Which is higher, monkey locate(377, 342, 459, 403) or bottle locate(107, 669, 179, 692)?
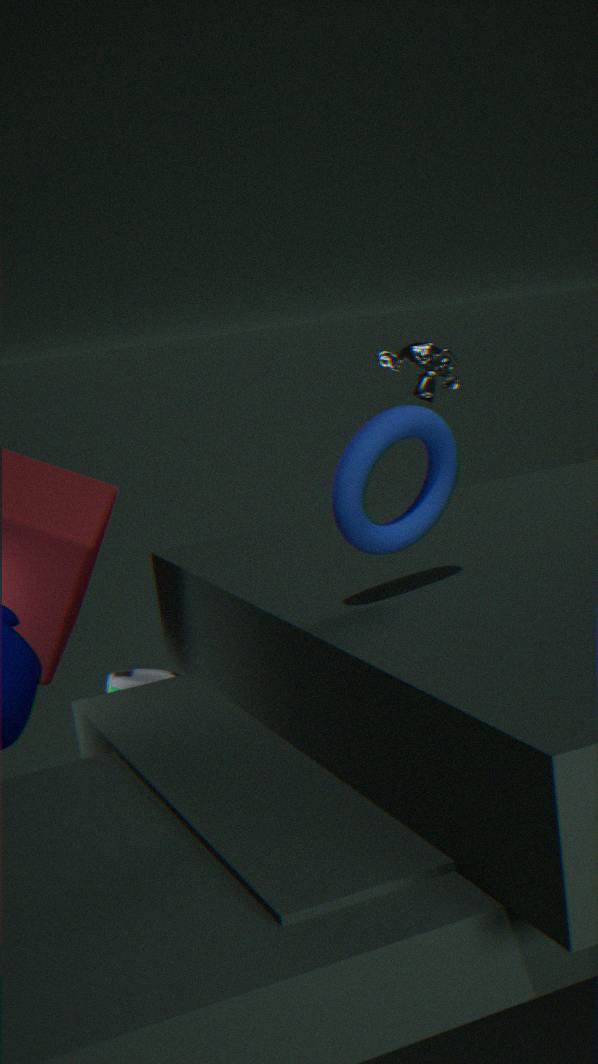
monkey locate(377, 342, 459, 403)
